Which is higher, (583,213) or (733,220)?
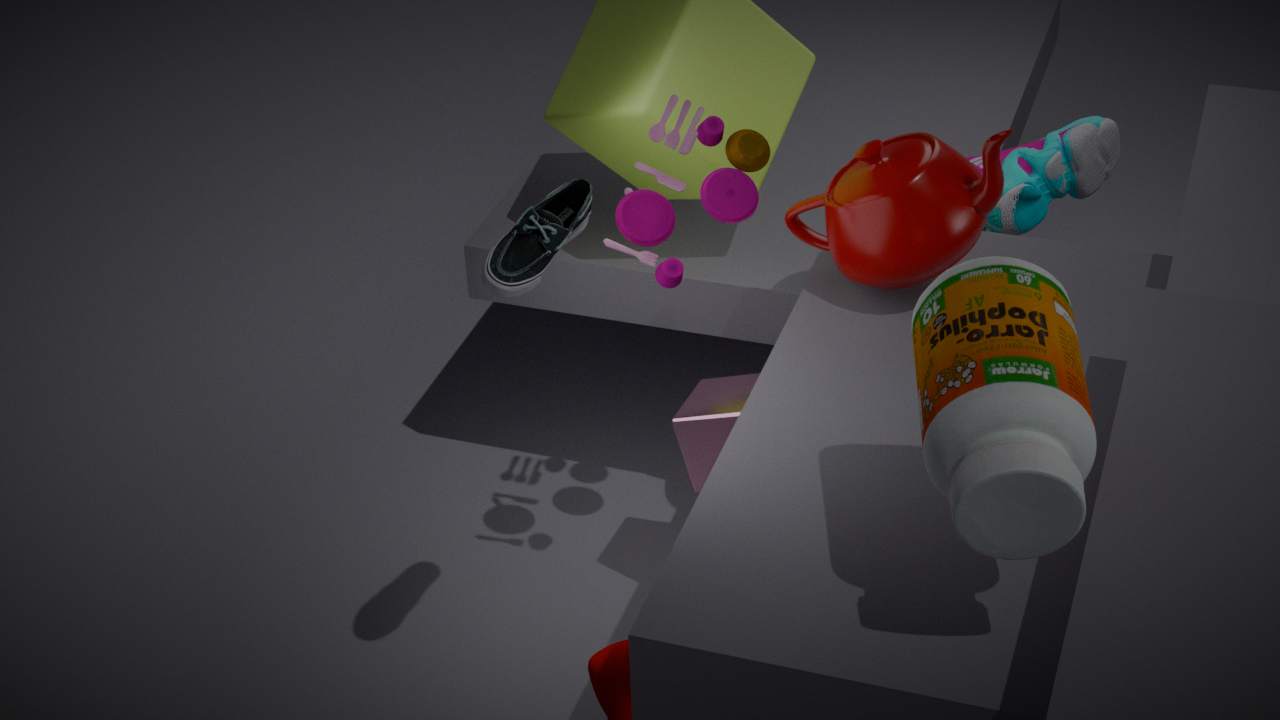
(583,213)
